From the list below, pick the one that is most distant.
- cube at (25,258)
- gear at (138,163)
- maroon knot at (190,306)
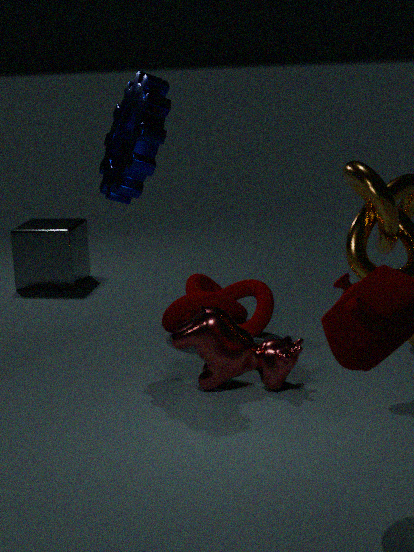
cube at (25,258)
